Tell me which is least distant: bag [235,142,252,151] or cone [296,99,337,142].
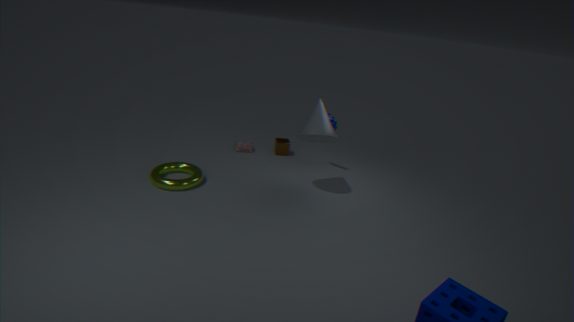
cone [296,99,337,142]
